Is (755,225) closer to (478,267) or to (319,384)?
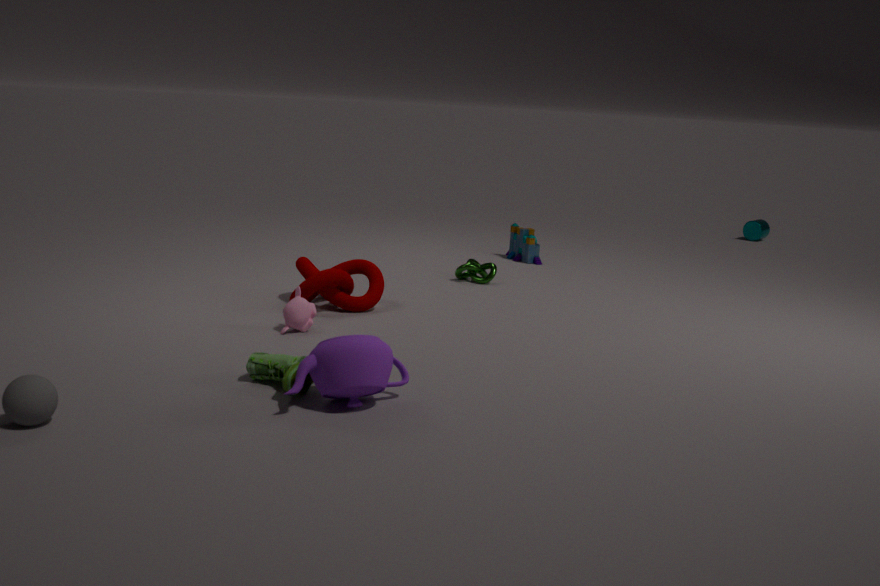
(478,267)
